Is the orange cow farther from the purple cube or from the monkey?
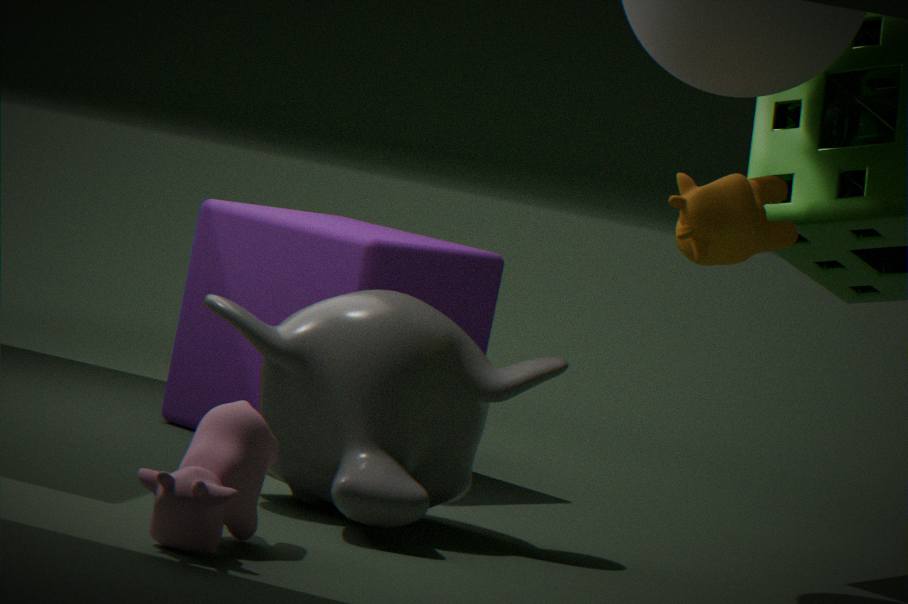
the purple cube
